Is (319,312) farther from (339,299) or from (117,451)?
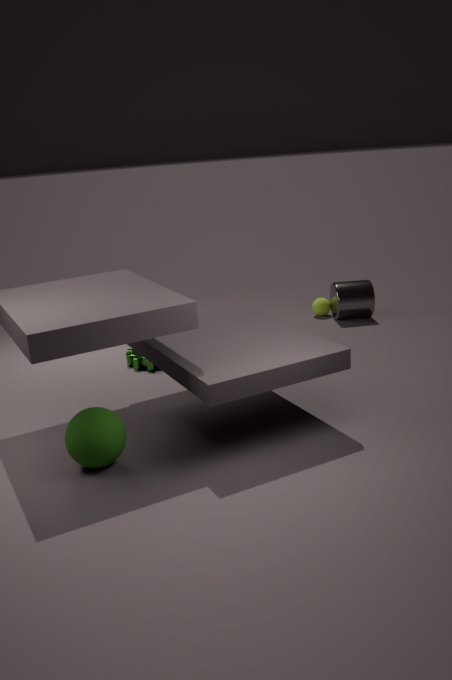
(117,451)
